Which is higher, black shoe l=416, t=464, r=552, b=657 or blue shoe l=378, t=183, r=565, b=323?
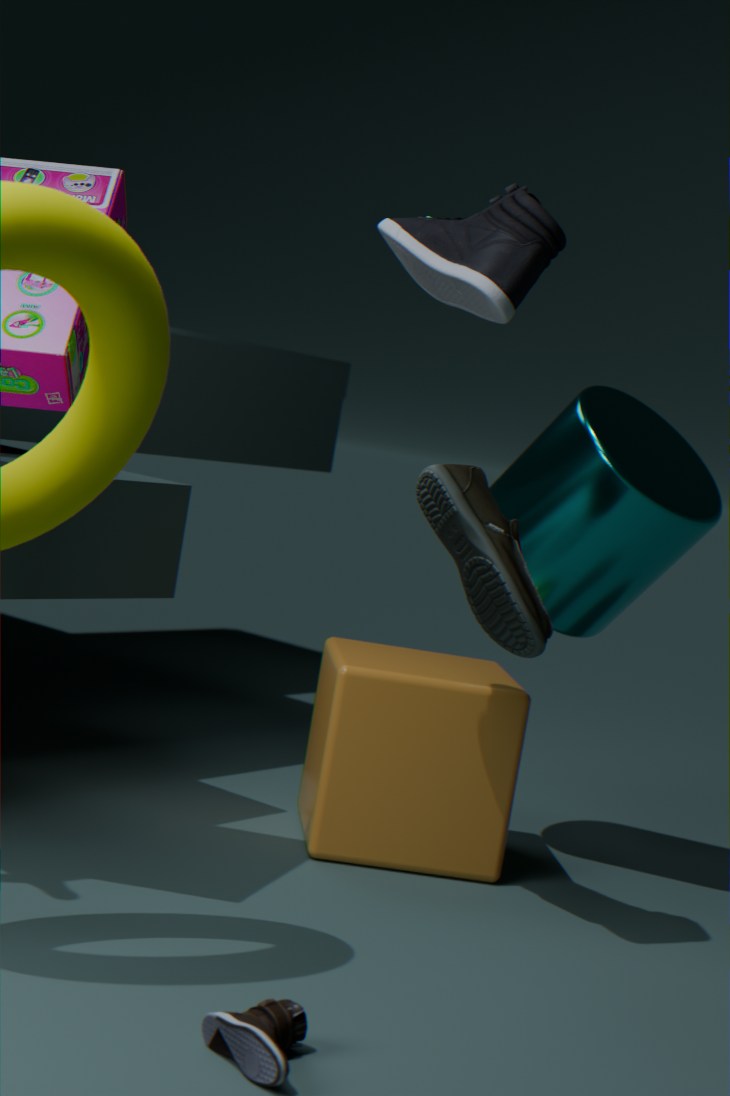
blue shoe l=378, t=183, r=565, b=323
